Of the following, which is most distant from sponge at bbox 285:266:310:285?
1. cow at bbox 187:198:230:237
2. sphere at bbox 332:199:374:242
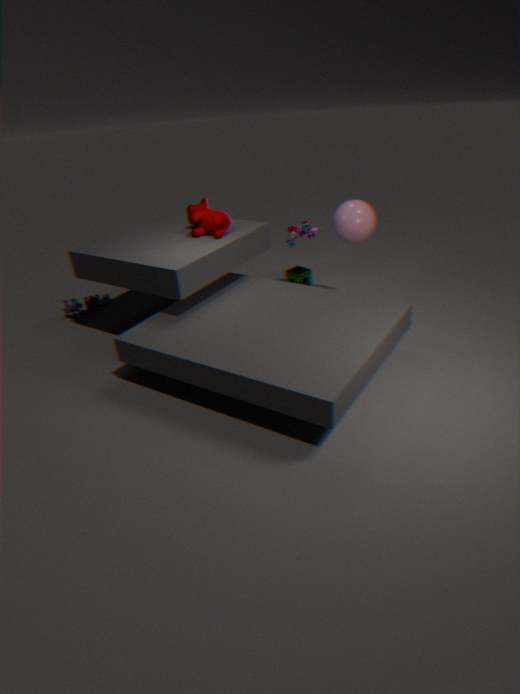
cow at bbox 187:198:230:237
